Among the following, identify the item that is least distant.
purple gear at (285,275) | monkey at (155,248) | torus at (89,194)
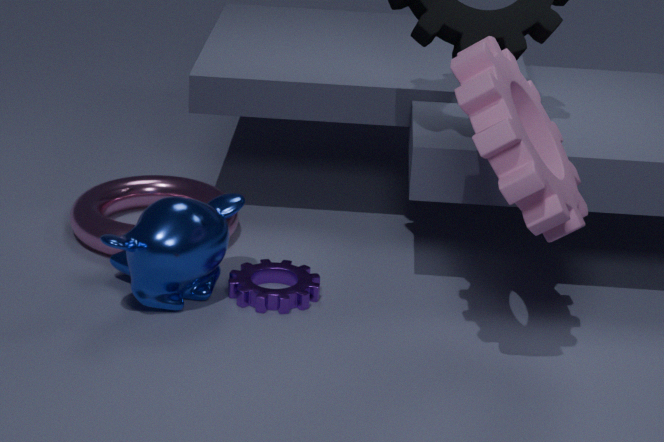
monkey at (155,248)
